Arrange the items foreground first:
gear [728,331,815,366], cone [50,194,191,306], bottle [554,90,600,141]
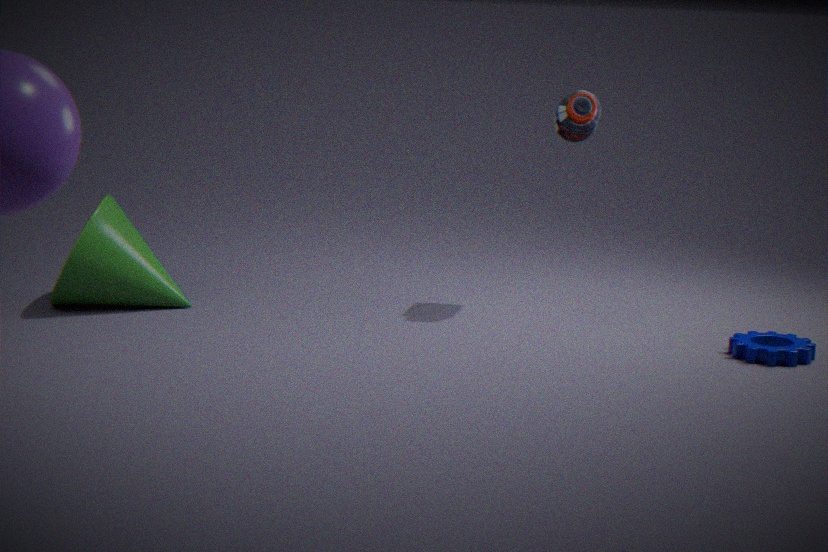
gear [728,331,815,366], cone [50,194,191,306], bottle [554,90,600,141]
